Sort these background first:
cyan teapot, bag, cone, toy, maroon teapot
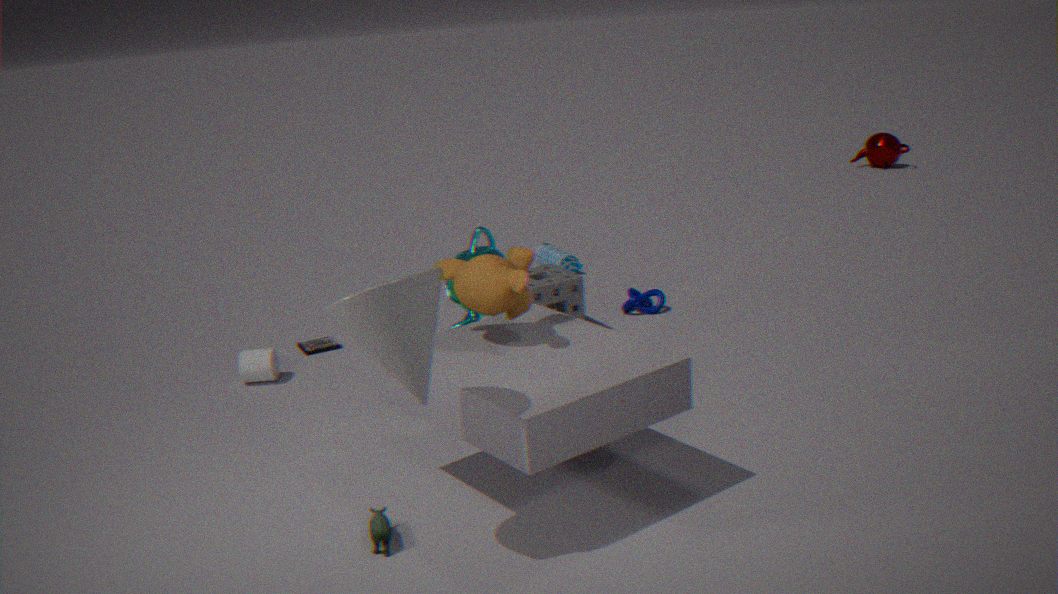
maroon teapot, bag, cyan teapot, toy, cone
